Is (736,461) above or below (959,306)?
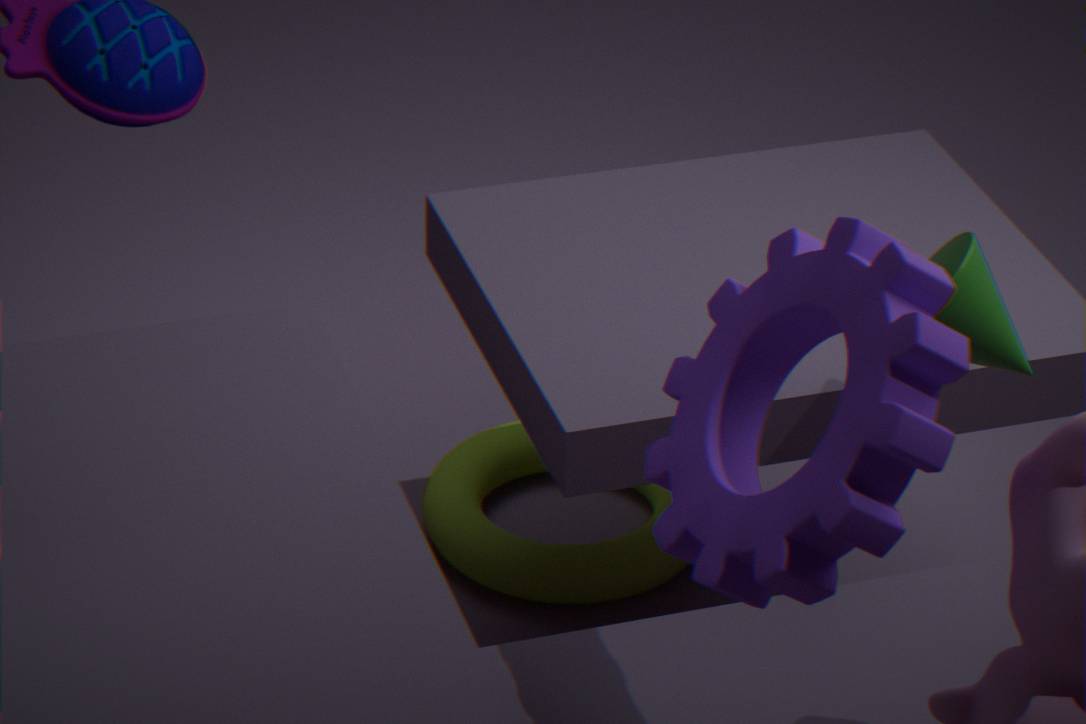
above
